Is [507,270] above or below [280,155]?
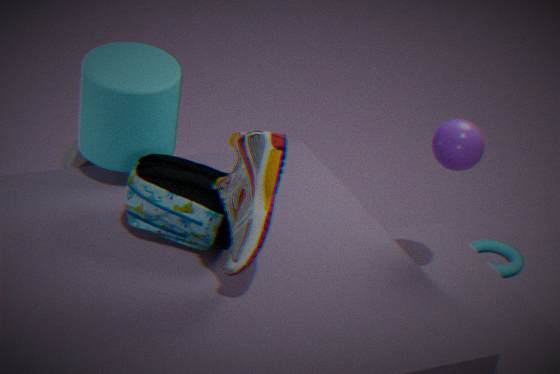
below
